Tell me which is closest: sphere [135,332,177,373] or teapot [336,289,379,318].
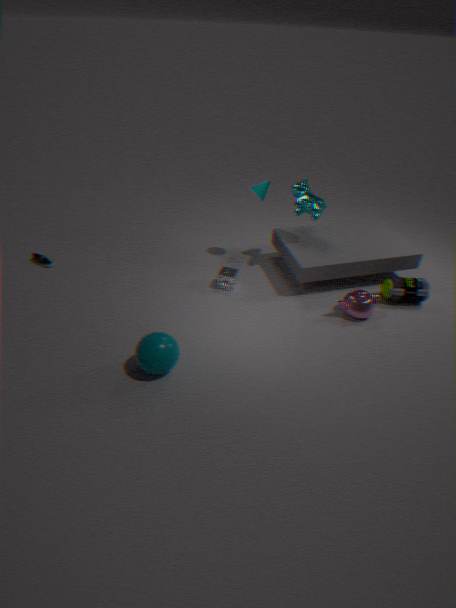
sphere [135,332,177,373]
